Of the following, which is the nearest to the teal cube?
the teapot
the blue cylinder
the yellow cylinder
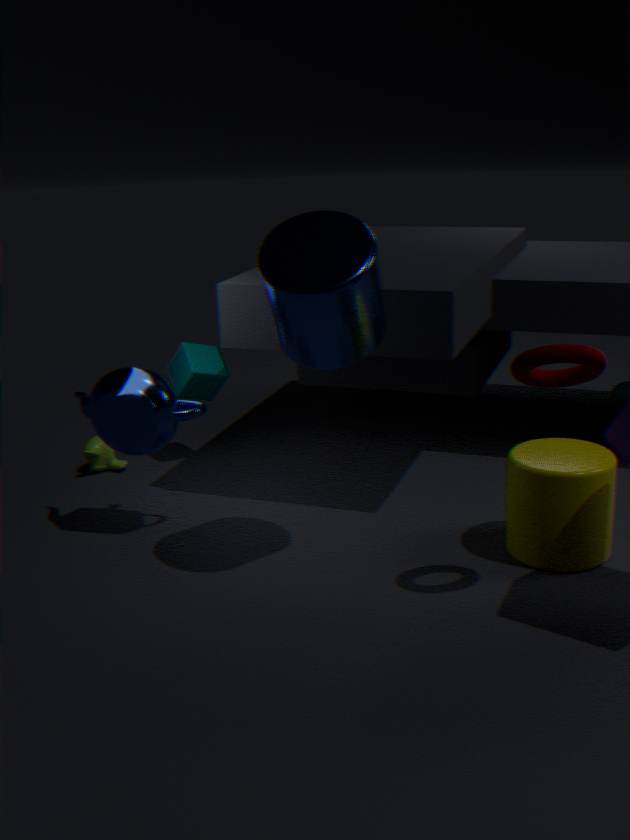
the teapot
